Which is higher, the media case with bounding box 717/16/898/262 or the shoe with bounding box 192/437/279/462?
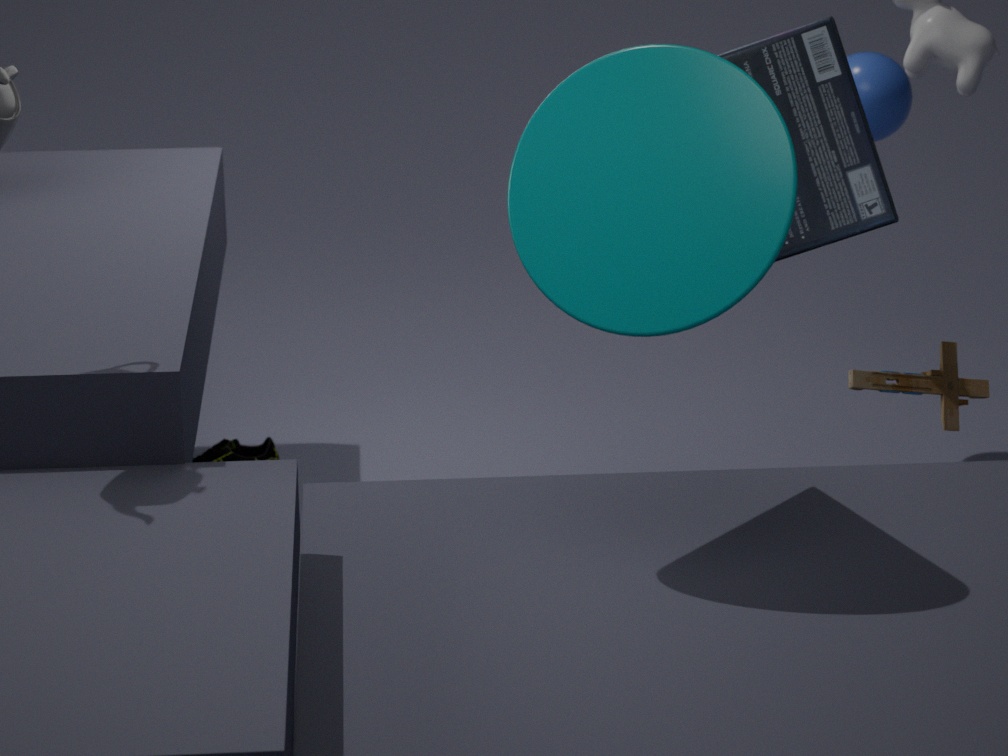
the media case with bounding box 717/16/898/262
